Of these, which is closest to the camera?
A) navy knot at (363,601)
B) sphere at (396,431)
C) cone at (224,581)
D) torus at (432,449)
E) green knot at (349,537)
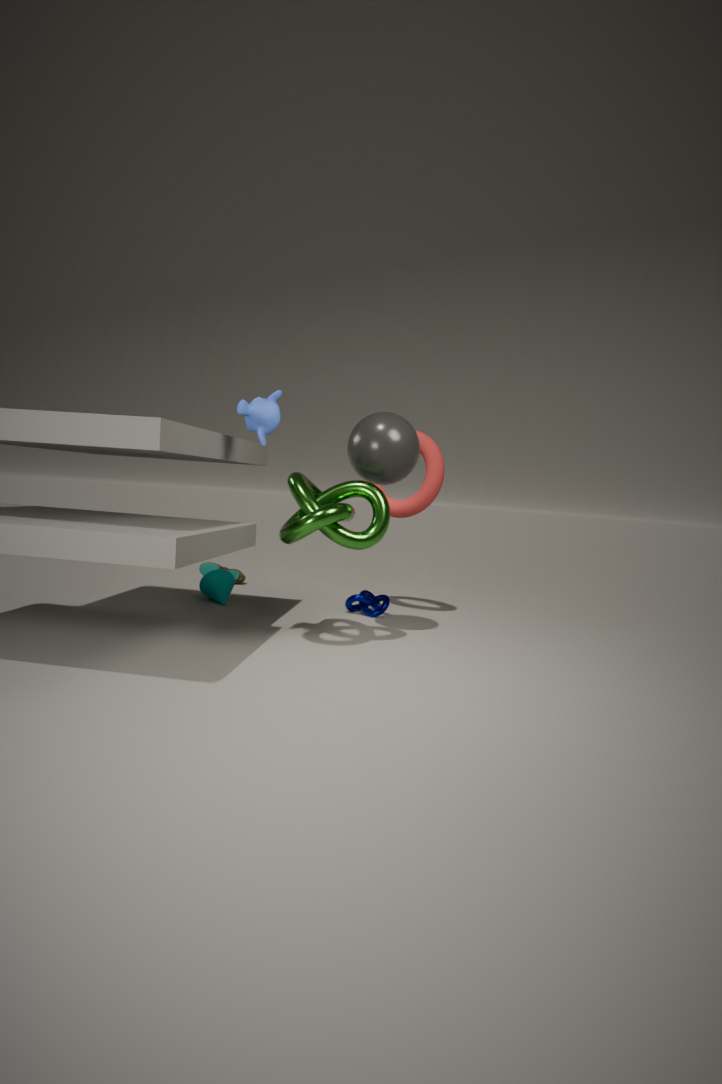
green knot at (349,537)
